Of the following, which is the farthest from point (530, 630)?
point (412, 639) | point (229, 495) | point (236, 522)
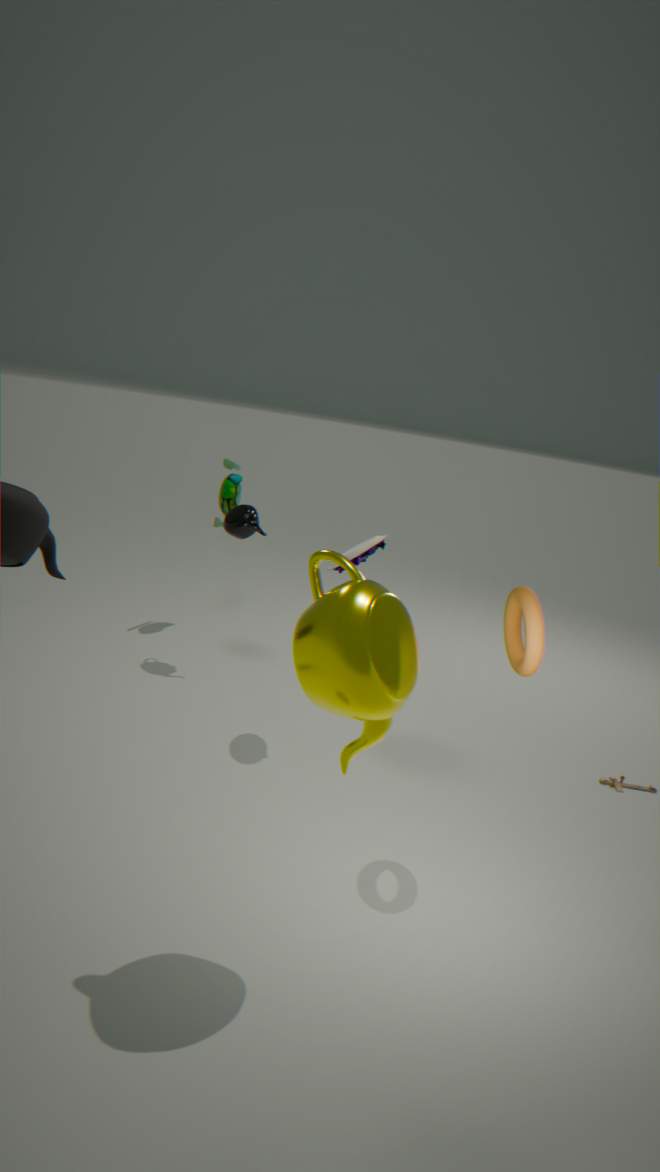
point (229, 495)
